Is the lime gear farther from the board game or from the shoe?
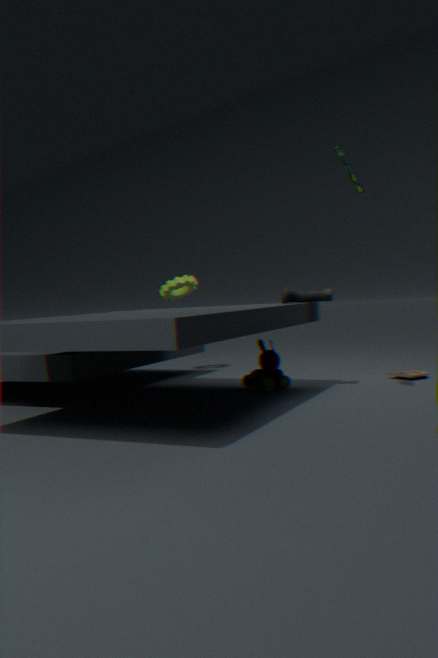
the board game
